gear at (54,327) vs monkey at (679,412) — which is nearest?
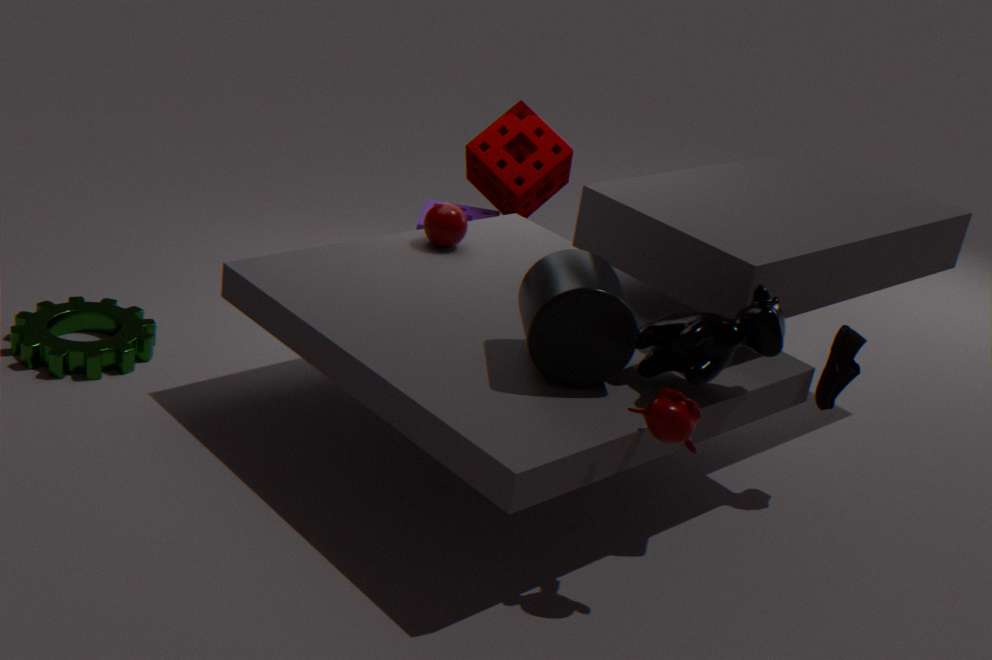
monkey at (679,412)
